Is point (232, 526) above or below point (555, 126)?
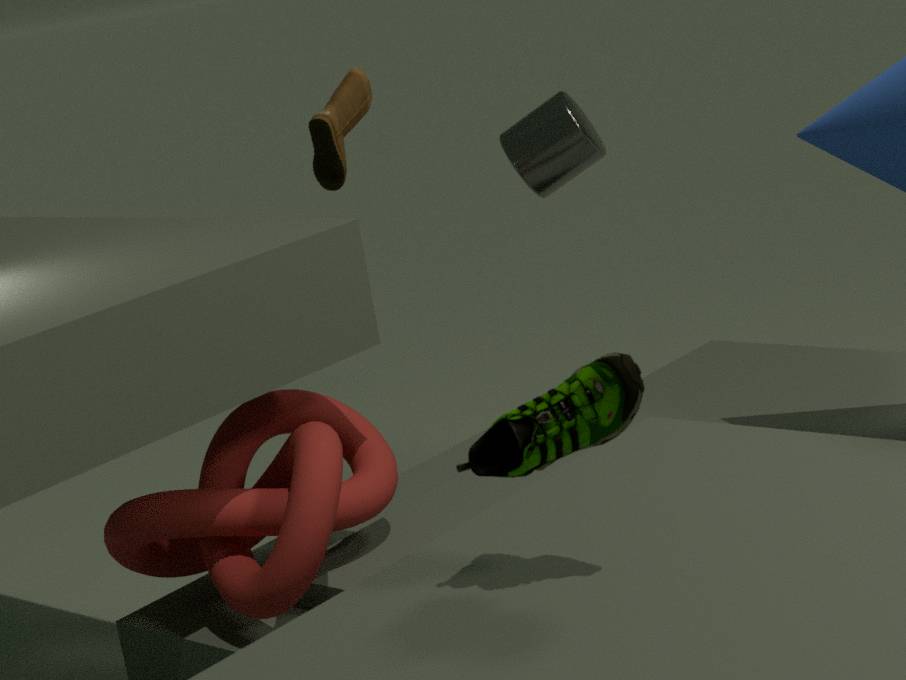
below
